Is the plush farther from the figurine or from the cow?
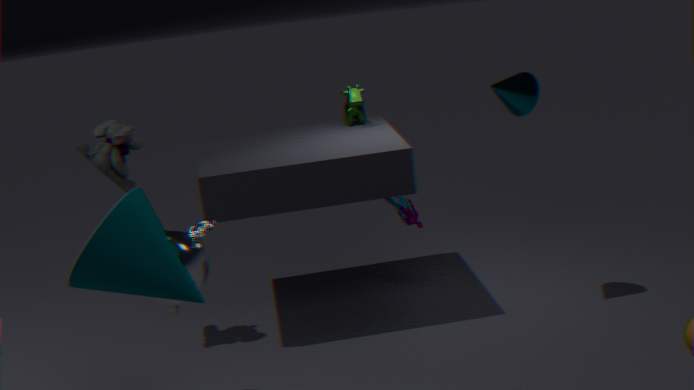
the figurine
